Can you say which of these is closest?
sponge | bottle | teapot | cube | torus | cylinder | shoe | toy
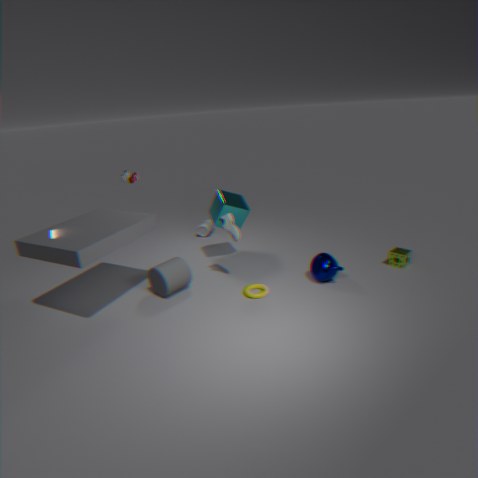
torus
